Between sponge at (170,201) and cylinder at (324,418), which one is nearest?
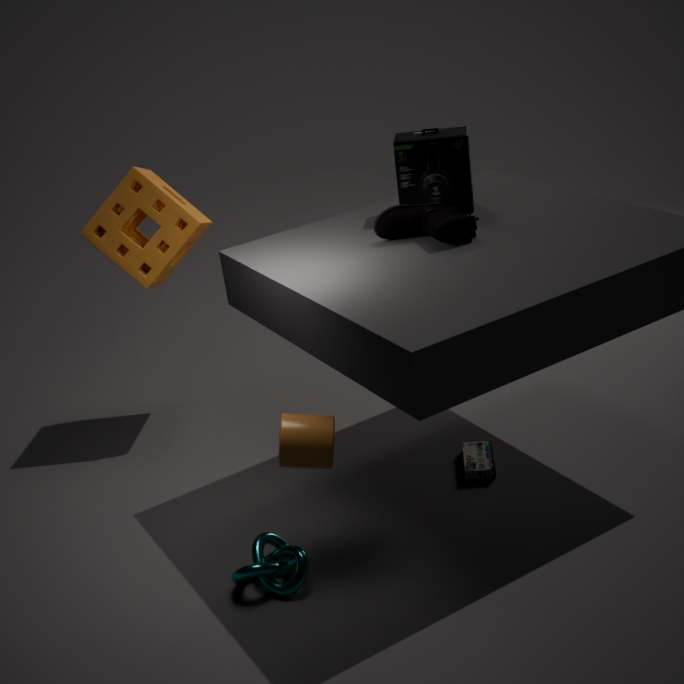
cylinder at (324,418)
